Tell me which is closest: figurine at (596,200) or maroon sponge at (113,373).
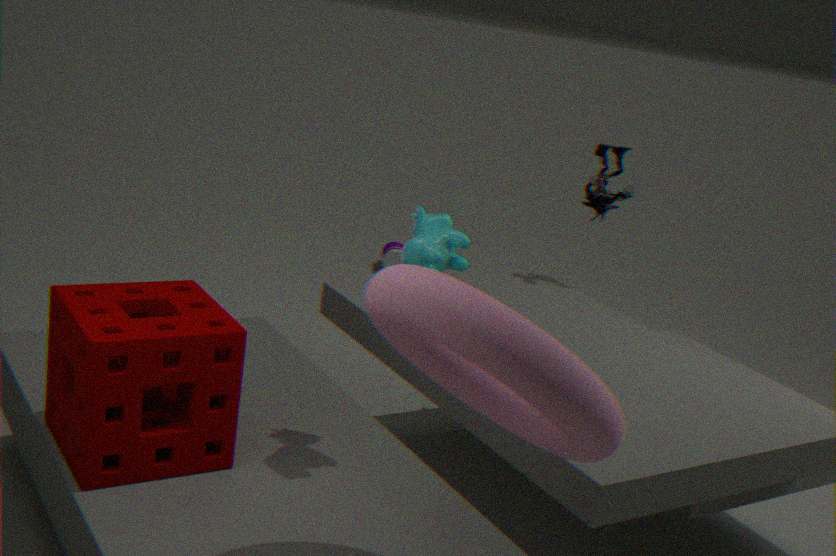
maroon sponge at (113,373)
